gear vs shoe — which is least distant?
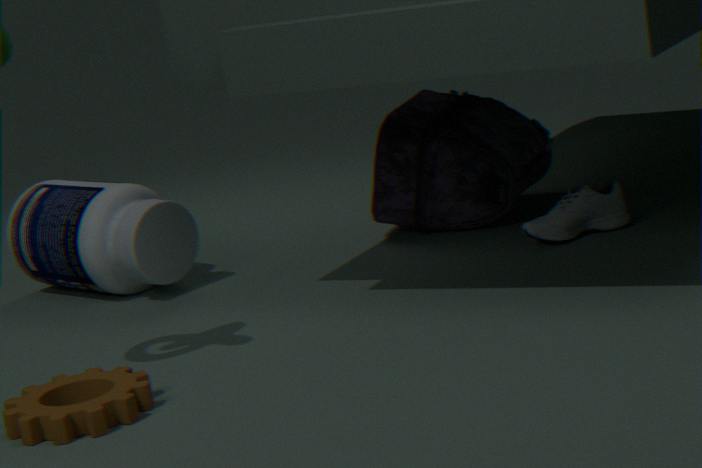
gear
